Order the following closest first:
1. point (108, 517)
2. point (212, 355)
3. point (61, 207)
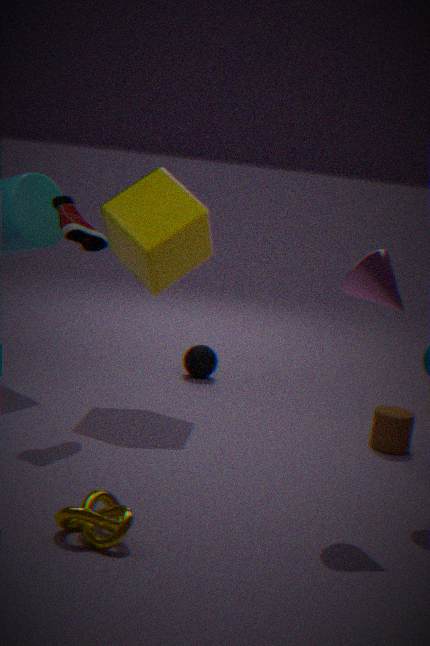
point (108, 517) < point (61, 207) < point (212, 355)
